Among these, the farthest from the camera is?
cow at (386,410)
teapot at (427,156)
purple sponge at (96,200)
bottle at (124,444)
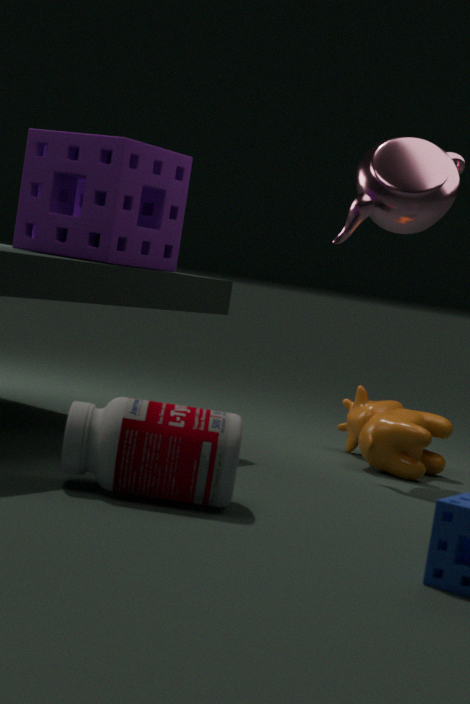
cow at (386,410)
